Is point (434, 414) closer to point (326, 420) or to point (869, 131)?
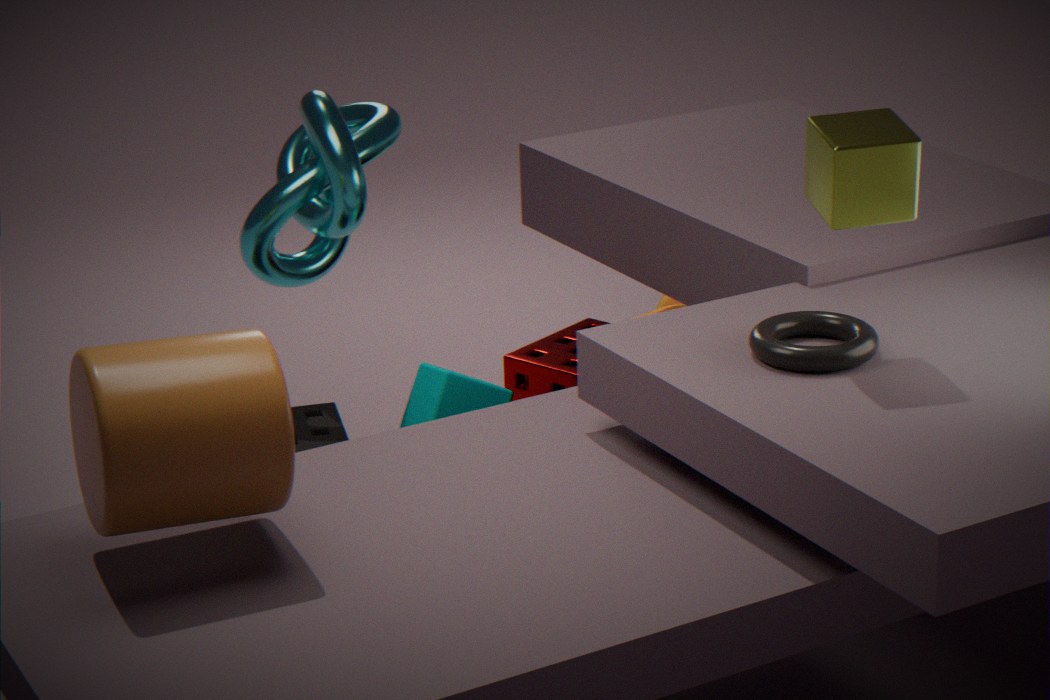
point (326, 420)
